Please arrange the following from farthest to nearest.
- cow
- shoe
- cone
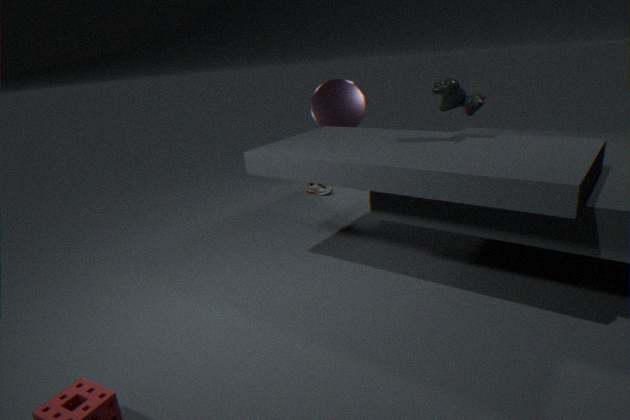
shoe < cone < cow
